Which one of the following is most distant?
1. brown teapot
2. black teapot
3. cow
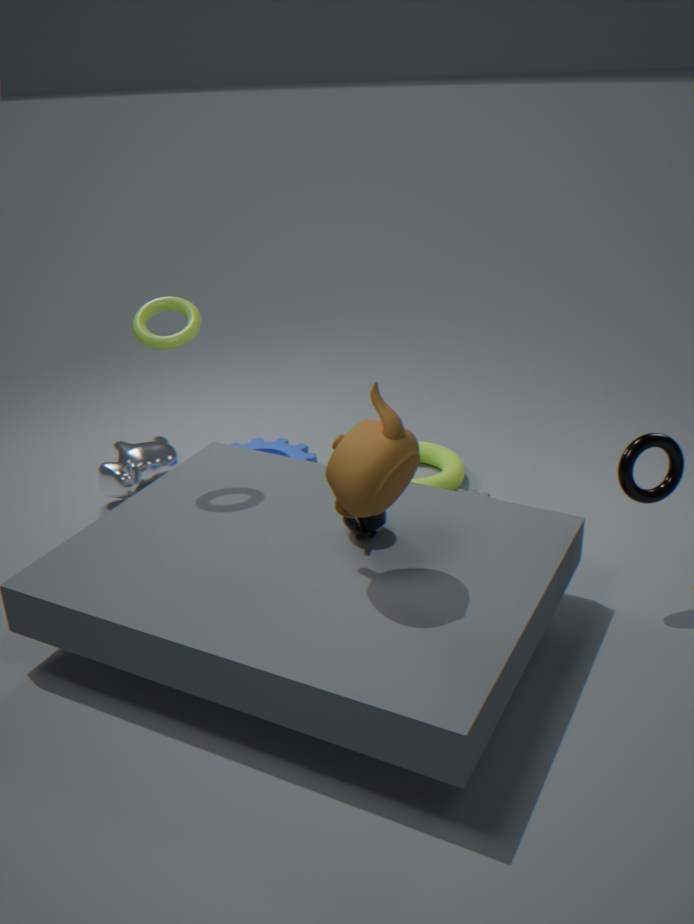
cow
